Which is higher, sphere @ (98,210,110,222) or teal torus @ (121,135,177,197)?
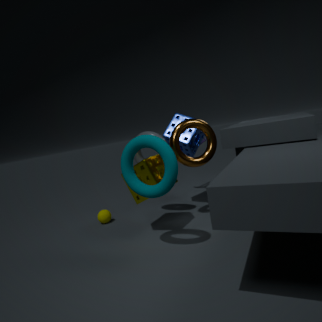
teal torus @ (121,135,177,197)
